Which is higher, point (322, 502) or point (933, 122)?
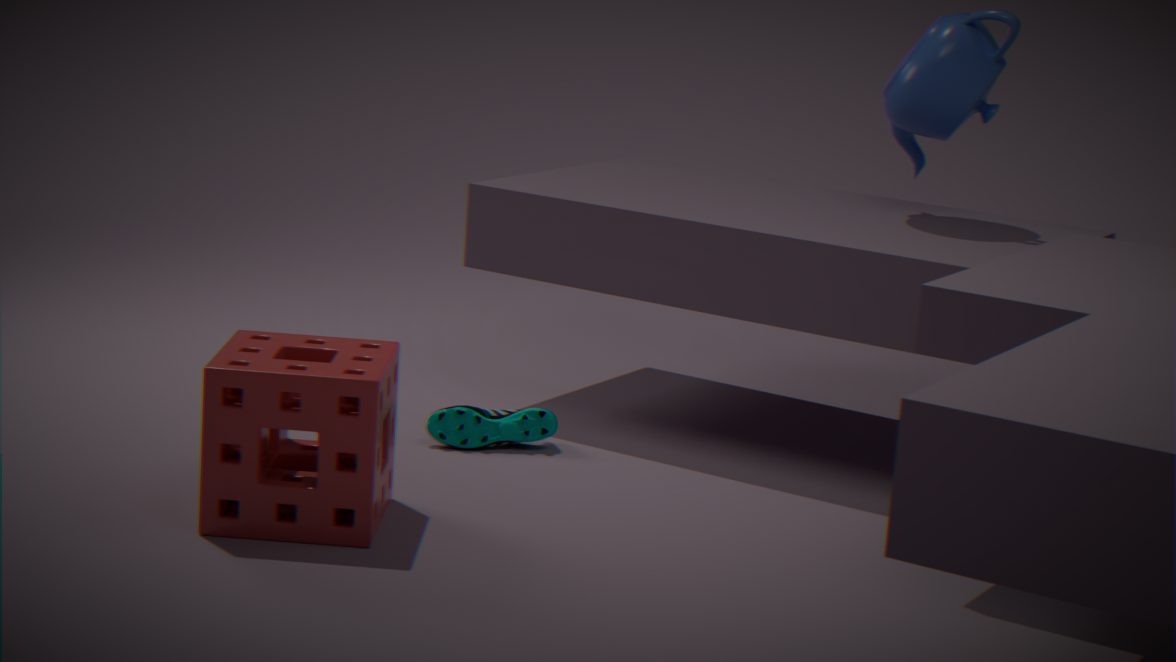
point (933, 122)
